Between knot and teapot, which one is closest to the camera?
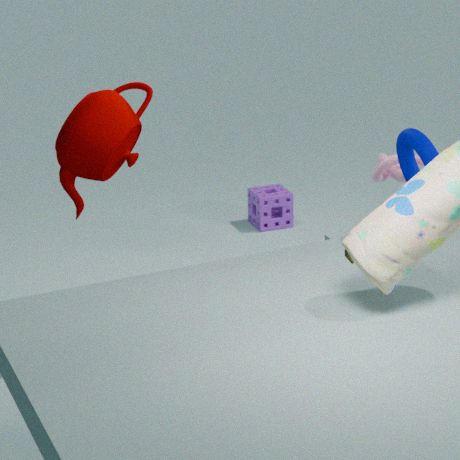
teapot
